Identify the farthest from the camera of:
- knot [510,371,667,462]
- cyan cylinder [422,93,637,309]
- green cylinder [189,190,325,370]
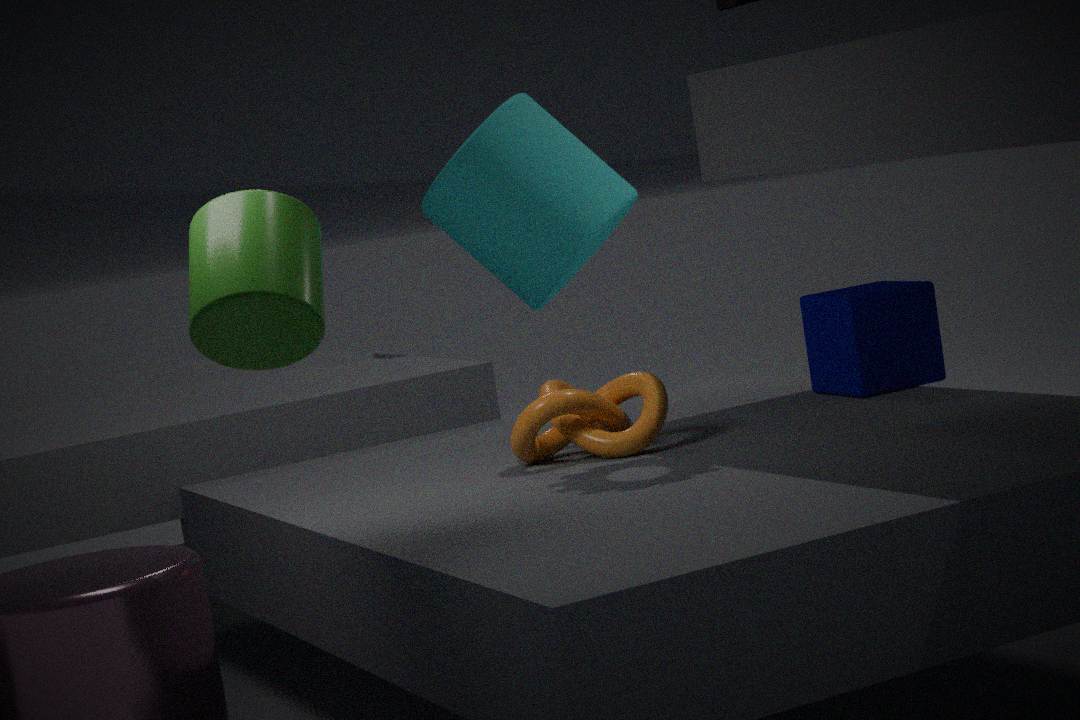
cyan cylinder [422,93,637,309]
